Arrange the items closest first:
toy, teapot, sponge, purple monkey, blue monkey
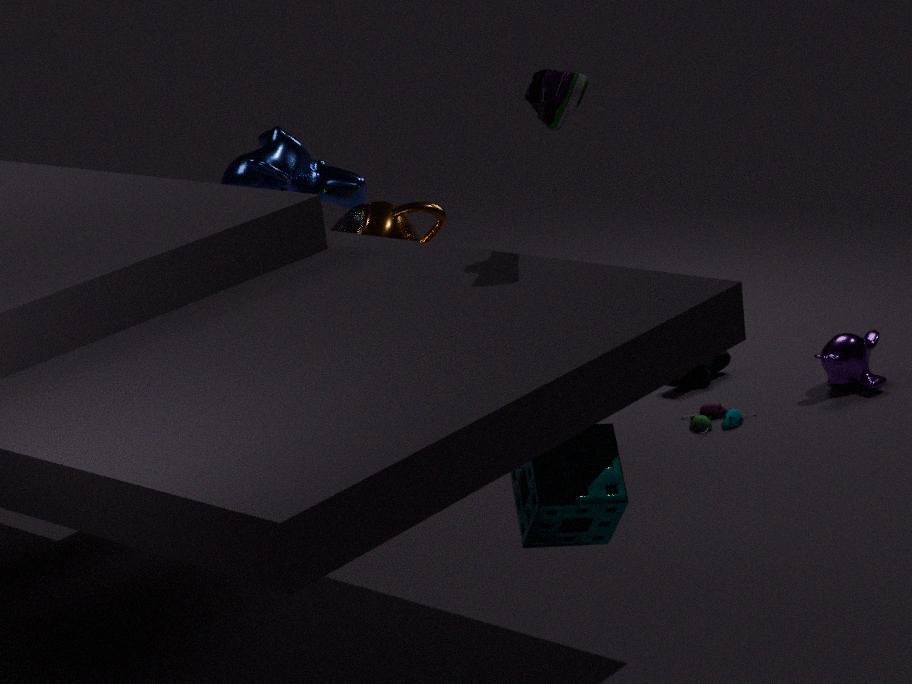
sponge → teapot → blue monkey → toy → purple monkey
